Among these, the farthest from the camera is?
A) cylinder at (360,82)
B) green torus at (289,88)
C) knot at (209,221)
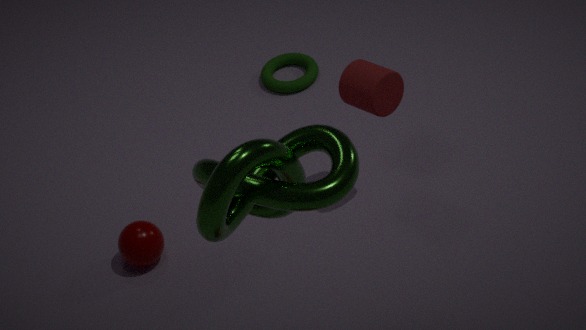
green torus at (289,88)
